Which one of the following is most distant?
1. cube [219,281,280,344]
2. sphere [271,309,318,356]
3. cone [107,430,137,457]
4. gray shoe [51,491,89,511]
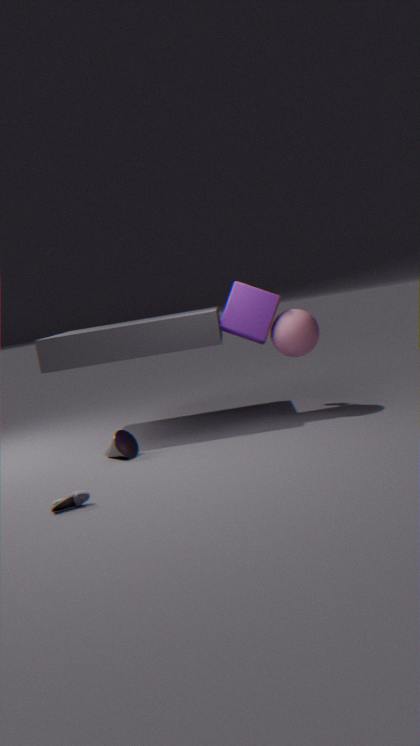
cube [219,281,280,344]
